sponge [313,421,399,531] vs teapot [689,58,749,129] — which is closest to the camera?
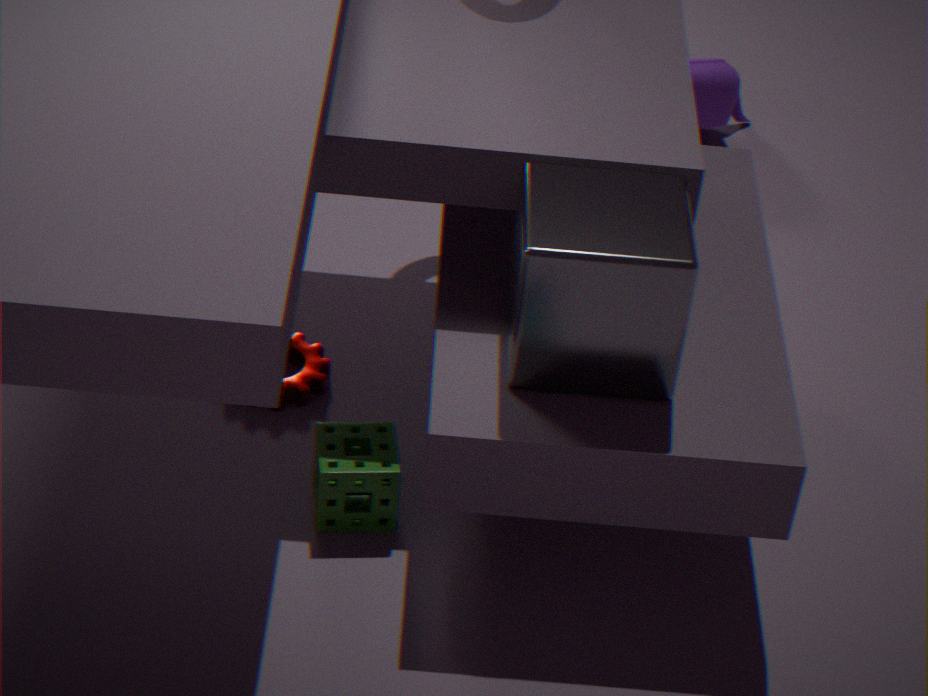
sponge [313,421,399,531]
